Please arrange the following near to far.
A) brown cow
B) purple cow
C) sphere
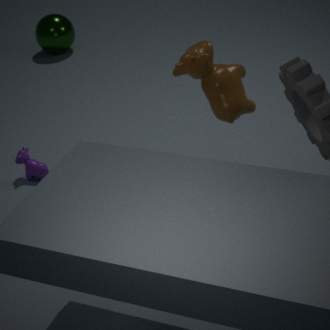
brown cow
purple cow
sphere
